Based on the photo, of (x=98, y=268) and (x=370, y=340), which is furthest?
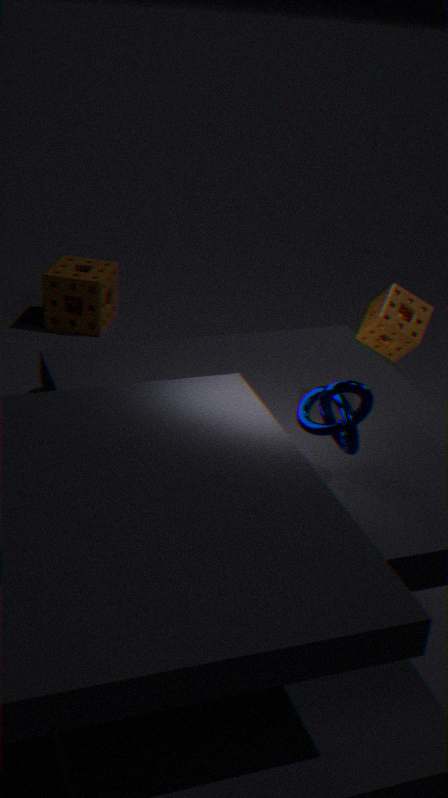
(x=98, y=268)
